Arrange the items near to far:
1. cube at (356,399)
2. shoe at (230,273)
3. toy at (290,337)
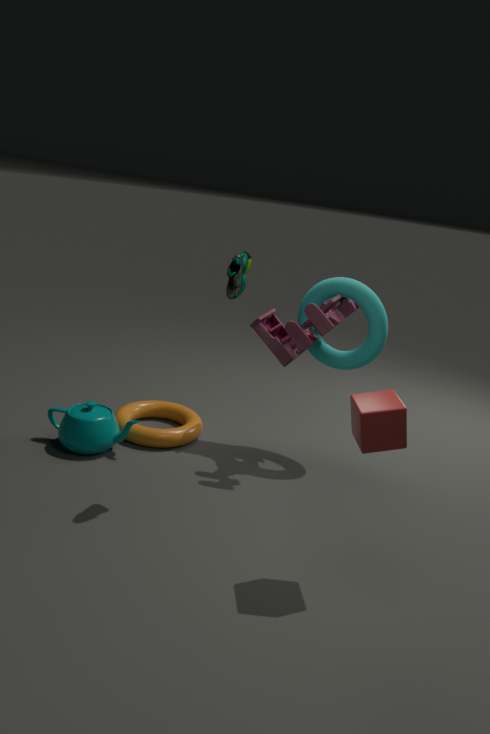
cube at (356,399) → shoe at (230,273) → toy at (290,337)
